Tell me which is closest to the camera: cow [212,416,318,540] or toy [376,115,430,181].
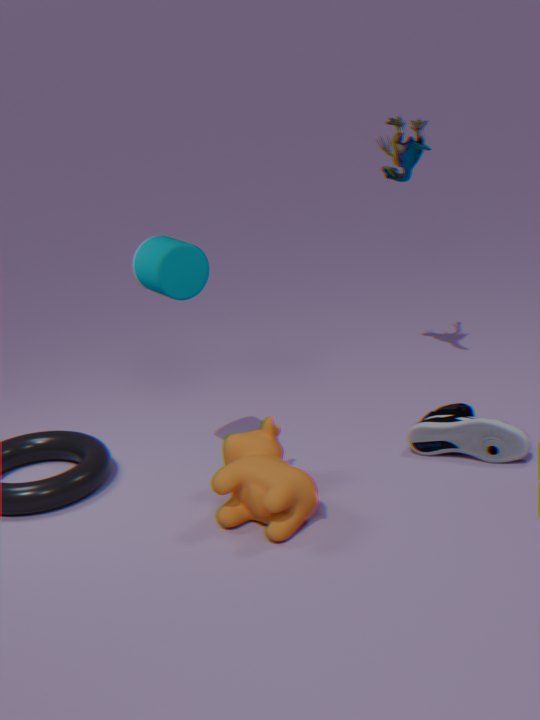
cow [212,416,318,540]
